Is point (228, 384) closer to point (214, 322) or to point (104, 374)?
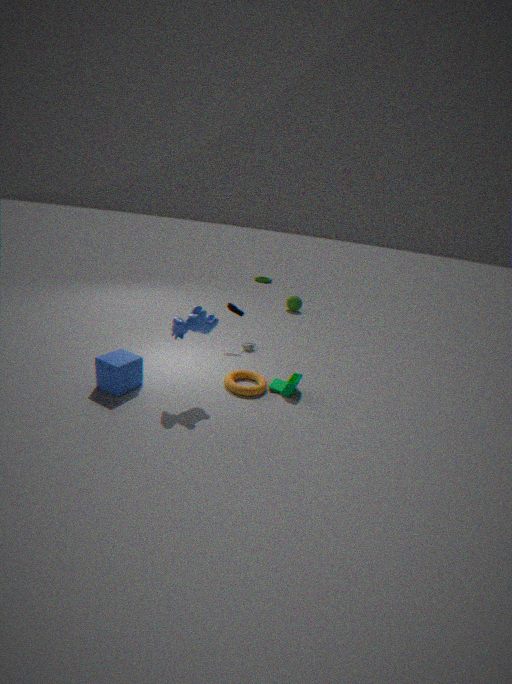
point (214, 322)
